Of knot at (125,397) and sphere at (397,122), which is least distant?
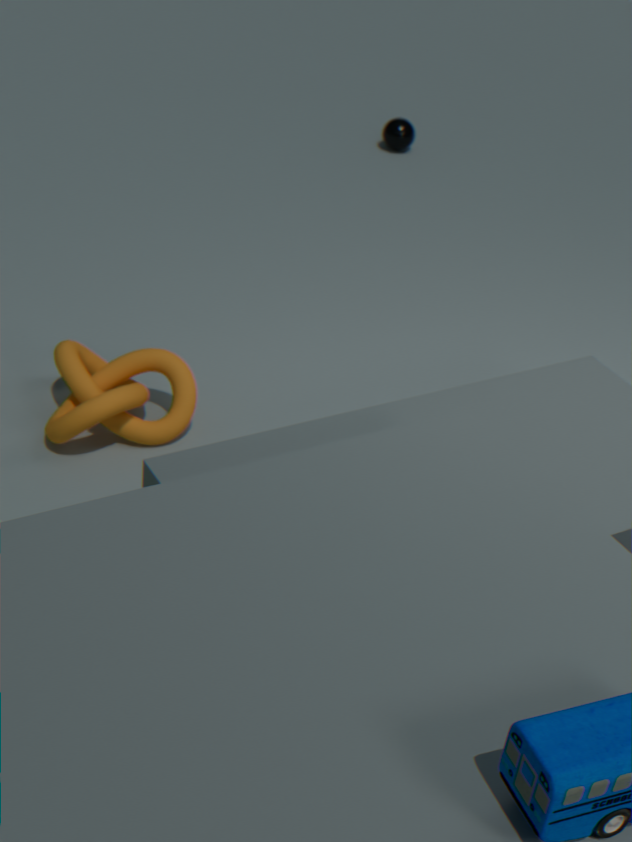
knot at (125,397)
